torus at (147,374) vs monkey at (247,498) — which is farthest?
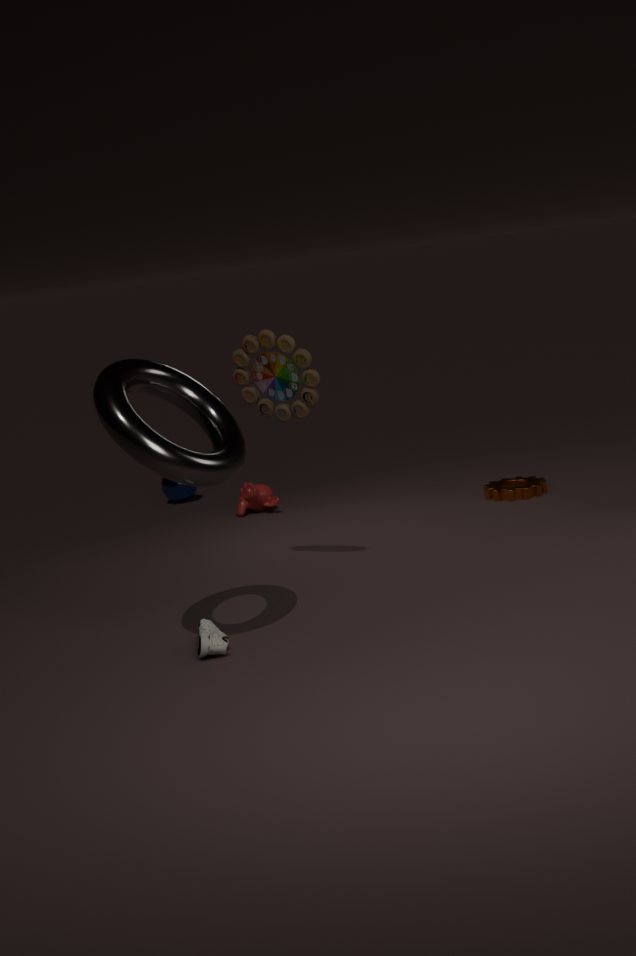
monkey at (247,498)
